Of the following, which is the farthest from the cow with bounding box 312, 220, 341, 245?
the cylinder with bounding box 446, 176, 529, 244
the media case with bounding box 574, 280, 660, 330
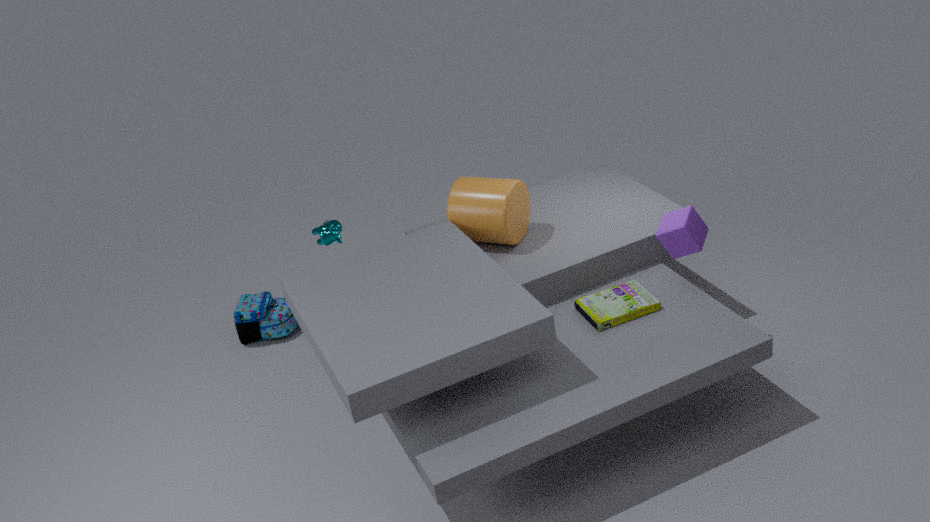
the media case with bounding box 574, 280, 660, 330
